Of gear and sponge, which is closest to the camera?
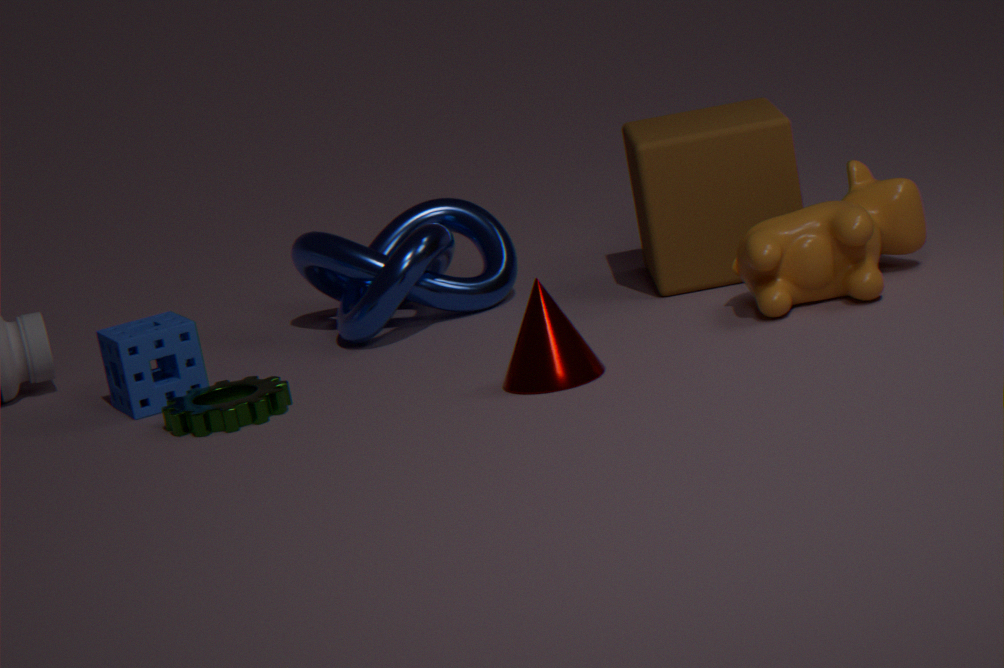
gear
